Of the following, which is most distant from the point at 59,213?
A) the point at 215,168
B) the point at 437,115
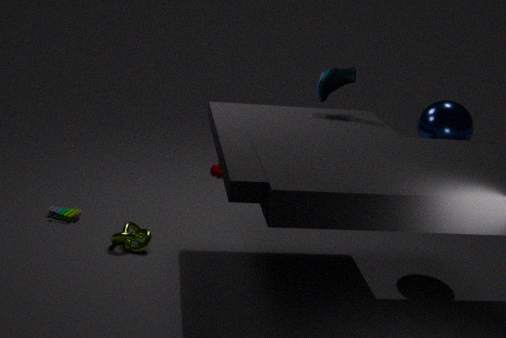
the point at 437,115
